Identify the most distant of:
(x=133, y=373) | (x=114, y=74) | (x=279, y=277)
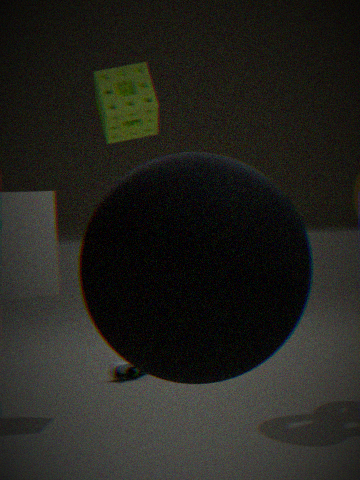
(x=133, y=373)
